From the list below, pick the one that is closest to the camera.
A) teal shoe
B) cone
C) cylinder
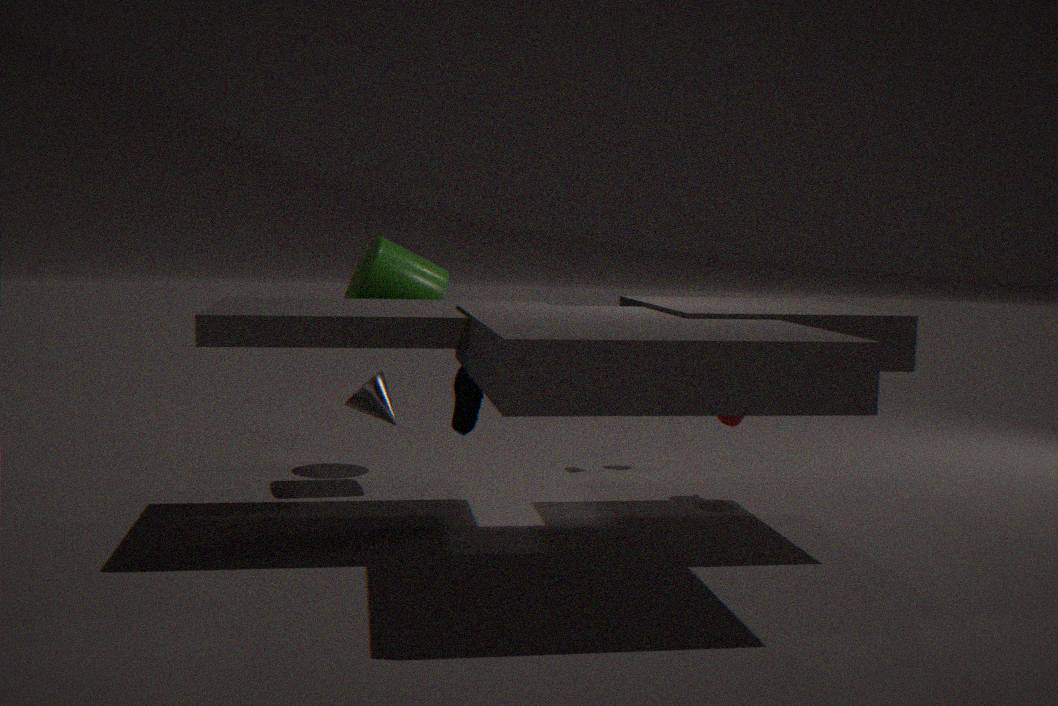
teal shoe
